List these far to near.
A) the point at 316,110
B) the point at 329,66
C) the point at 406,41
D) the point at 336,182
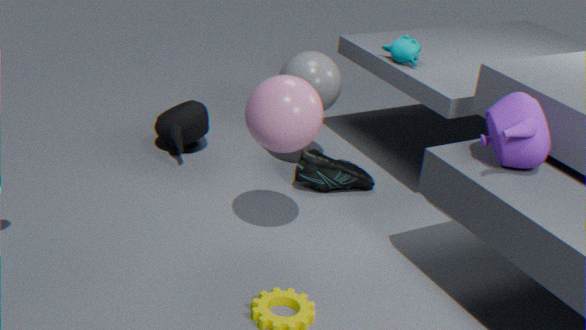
the point at 336,182
the point at 406,41
the point at 329,66
the point at 316,110
